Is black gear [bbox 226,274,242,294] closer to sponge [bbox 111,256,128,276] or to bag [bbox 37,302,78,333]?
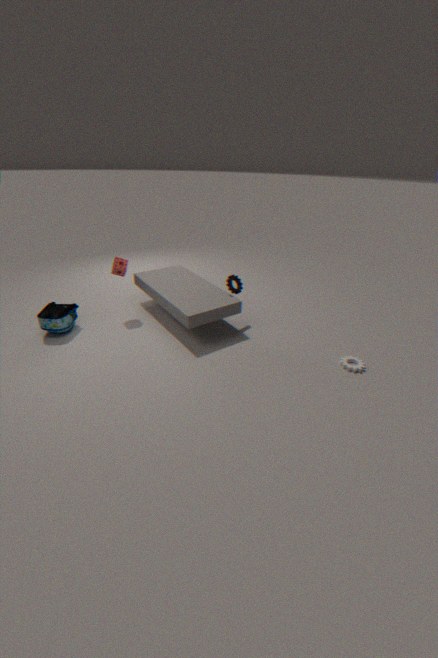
sponge [bbox 111,256,128,276]
